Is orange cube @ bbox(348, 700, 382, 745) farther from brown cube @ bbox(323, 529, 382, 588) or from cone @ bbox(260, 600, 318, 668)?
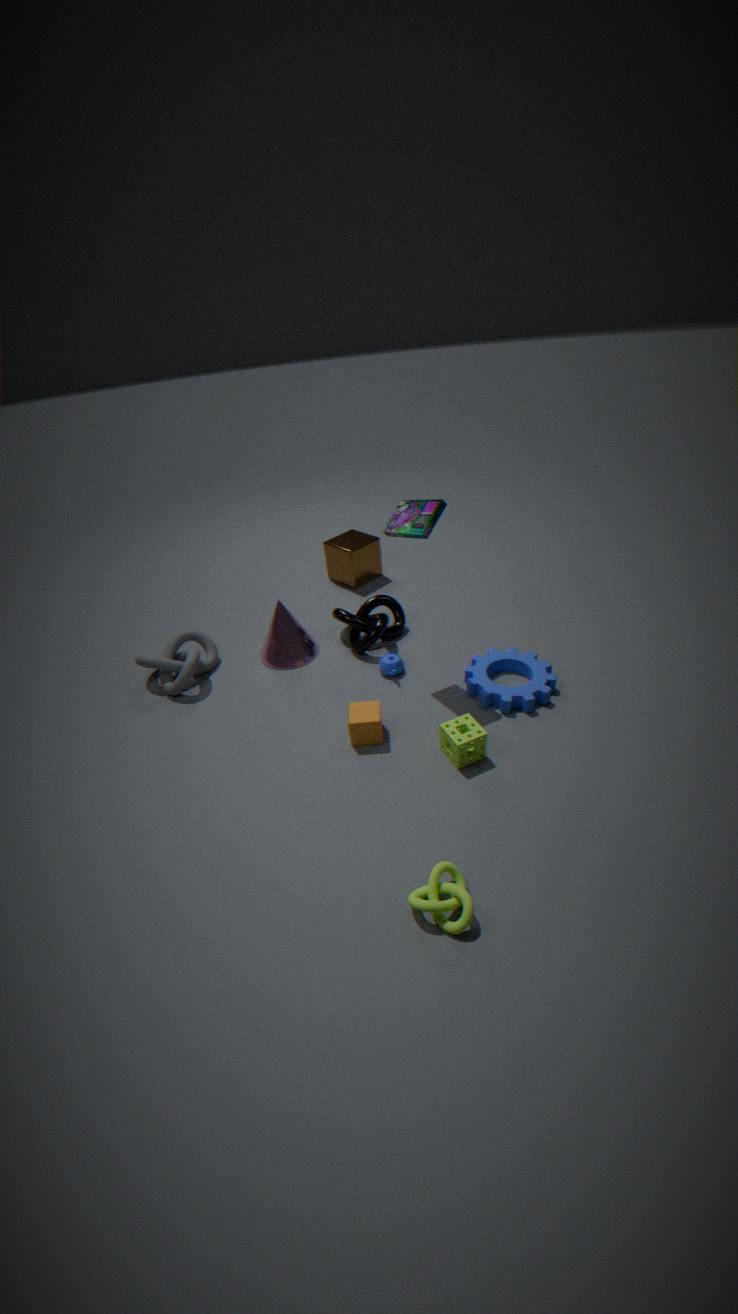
brown cube @ bbox(323, 529, 382, 588)
